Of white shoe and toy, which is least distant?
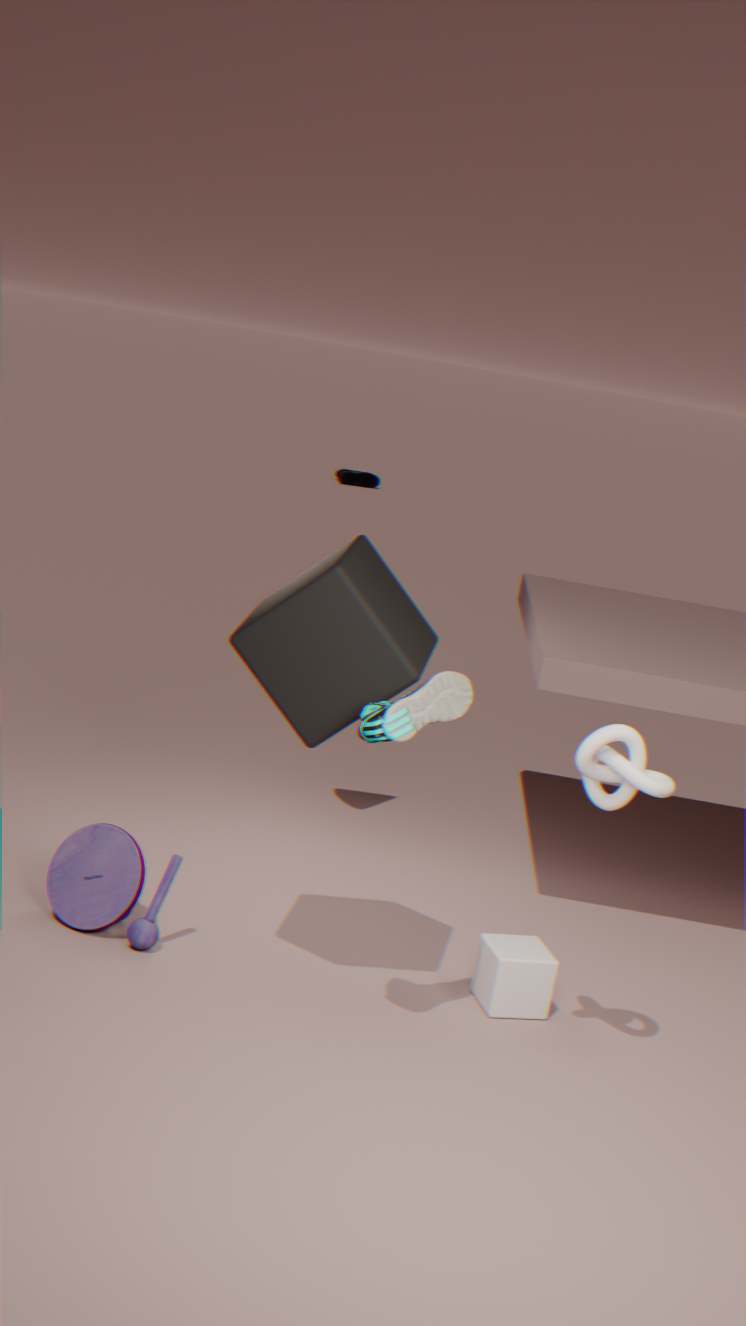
white shoe
